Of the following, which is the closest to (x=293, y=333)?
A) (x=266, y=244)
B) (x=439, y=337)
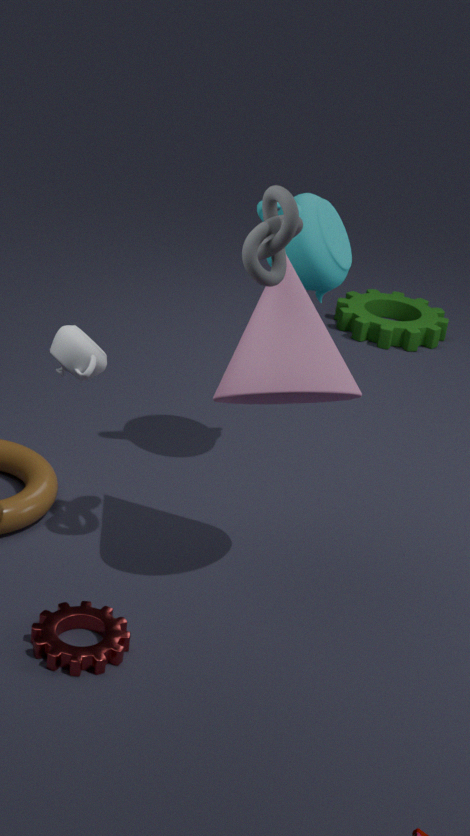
(x=266, y=244)
